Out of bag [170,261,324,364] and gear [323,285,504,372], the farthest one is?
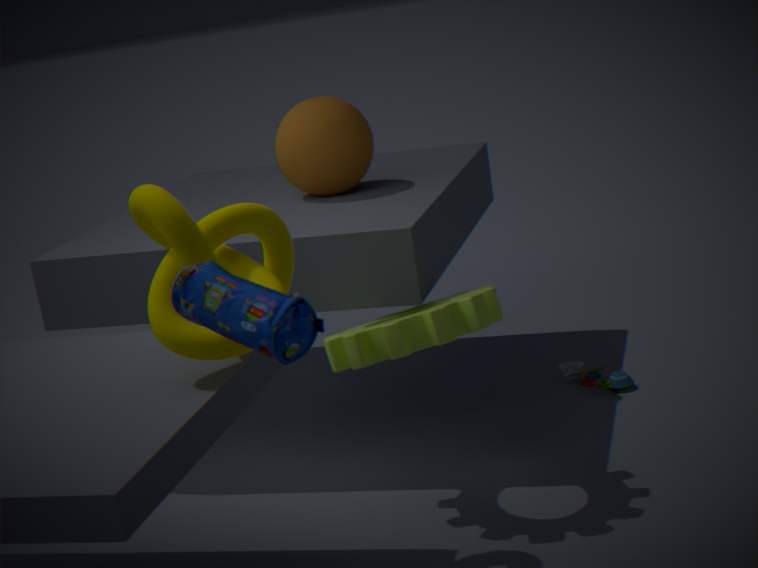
gear [323,285,504,372]
